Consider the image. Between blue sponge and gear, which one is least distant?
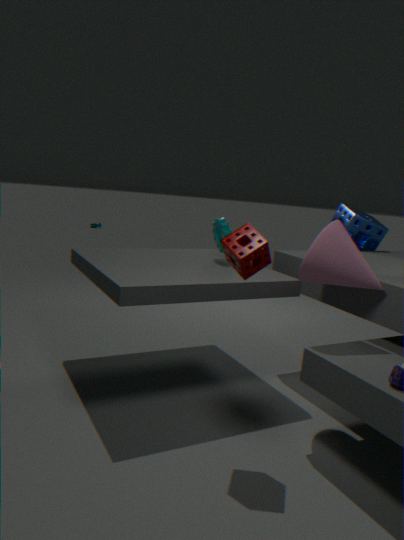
gear
